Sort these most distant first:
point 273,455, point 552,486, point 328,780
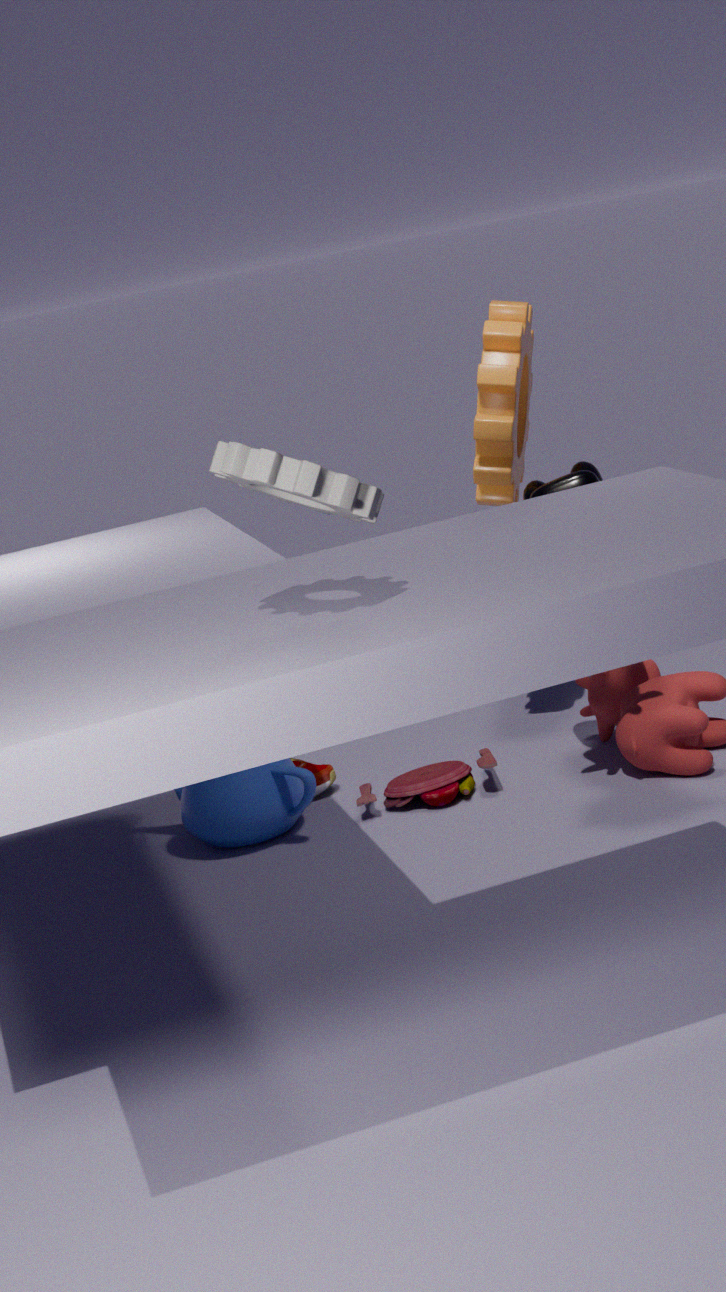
point 328,780
point 552,486
point 273,455
